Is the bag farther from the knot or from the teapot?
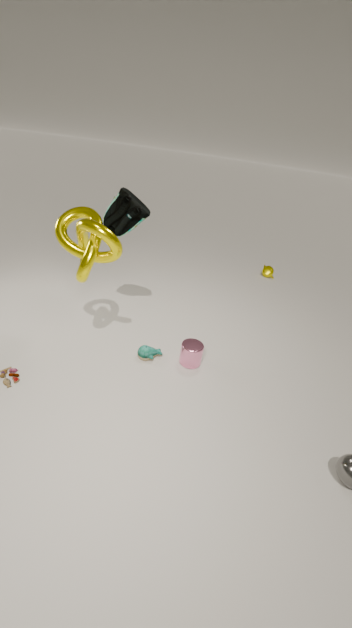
the teapot
